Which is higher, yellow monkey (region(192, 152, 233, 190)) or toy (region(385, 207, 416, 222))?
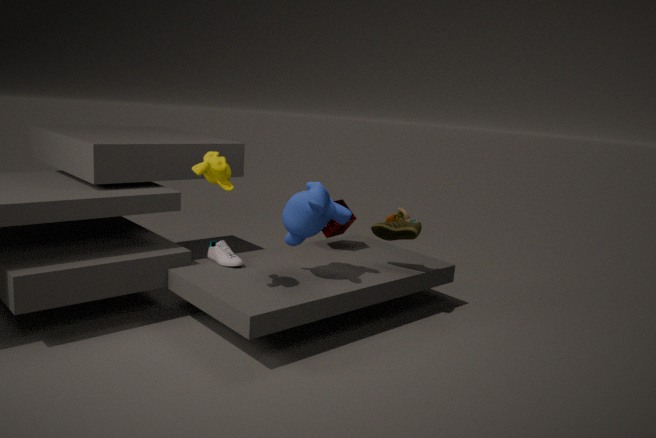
yellow monkey (region(192, 152, 233, 190))
